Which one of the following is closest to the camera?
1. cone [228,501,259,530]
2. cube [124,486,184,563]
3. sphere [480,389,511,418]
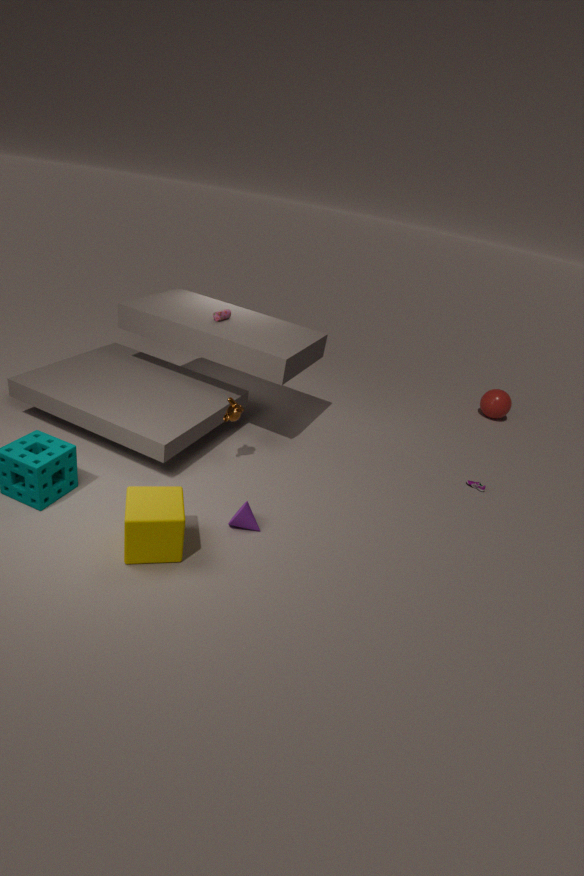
cube [124,486,184,563]
